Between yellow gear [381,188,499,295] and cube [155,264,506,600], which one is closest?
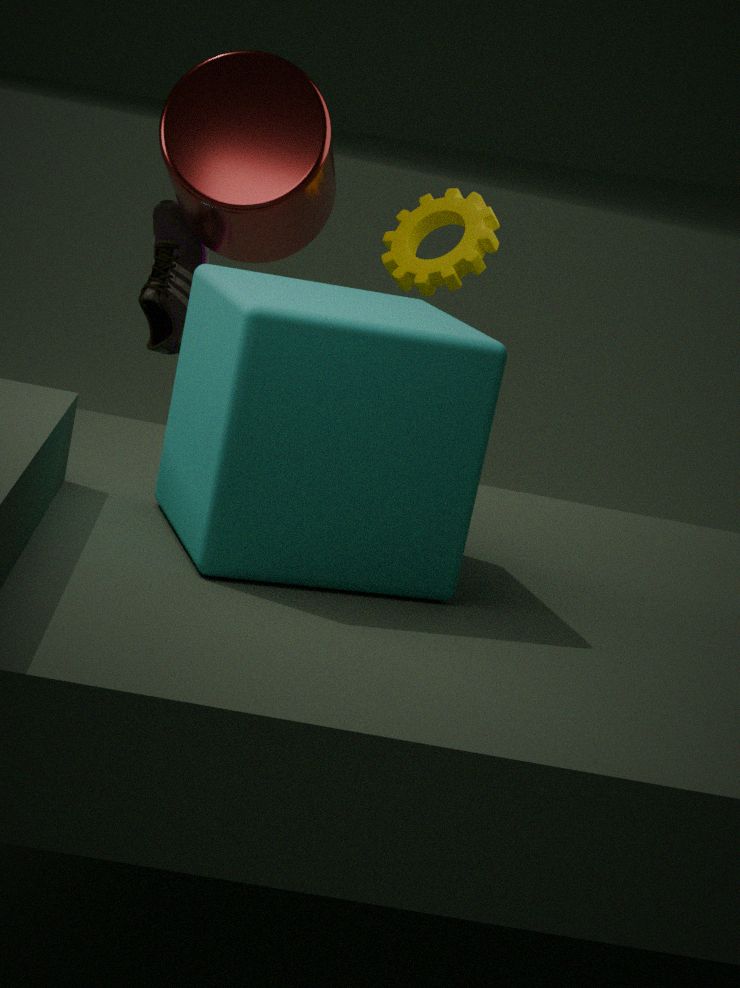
cube [155,264,506,600]
